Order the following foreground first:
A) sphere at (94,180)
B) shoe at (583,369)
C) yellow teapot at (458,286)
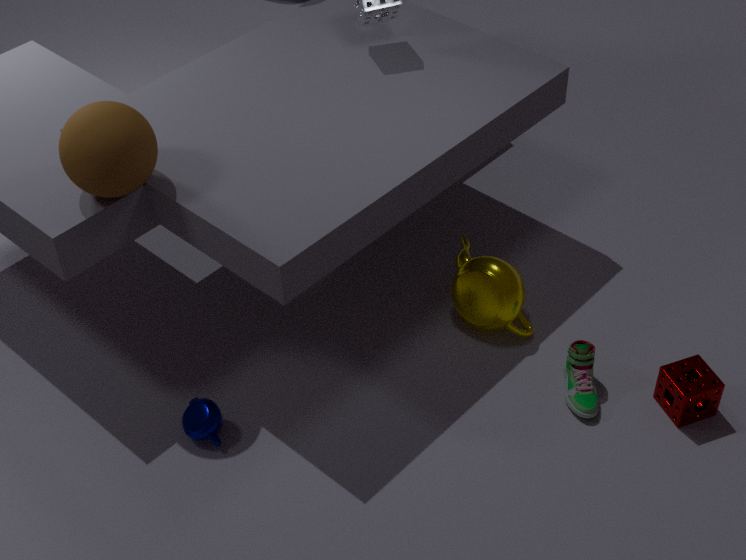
sphere at (94,180) < shoe at (583,369) < yellow teapot at (458,286)
